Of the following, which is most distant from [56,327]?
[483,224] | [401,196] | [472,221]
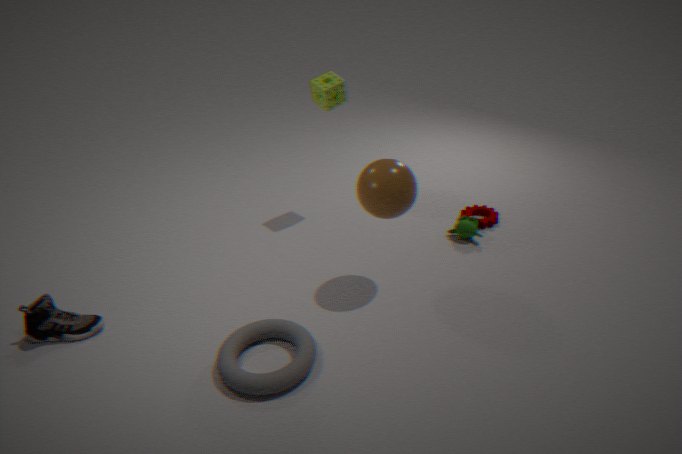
[483,224]
